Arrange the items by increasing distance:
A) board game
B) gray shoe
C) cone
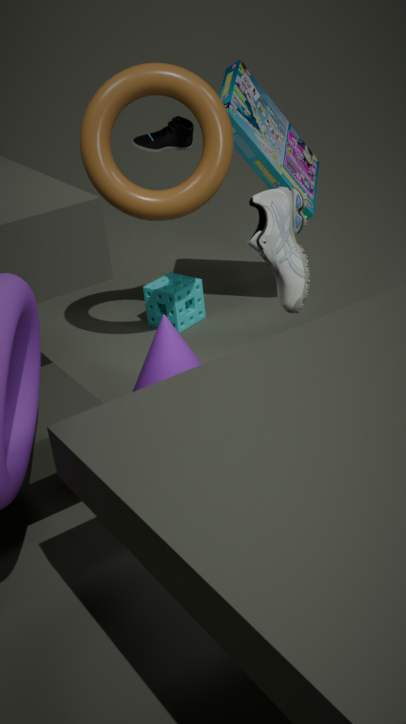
gray shoe
cone
board game
